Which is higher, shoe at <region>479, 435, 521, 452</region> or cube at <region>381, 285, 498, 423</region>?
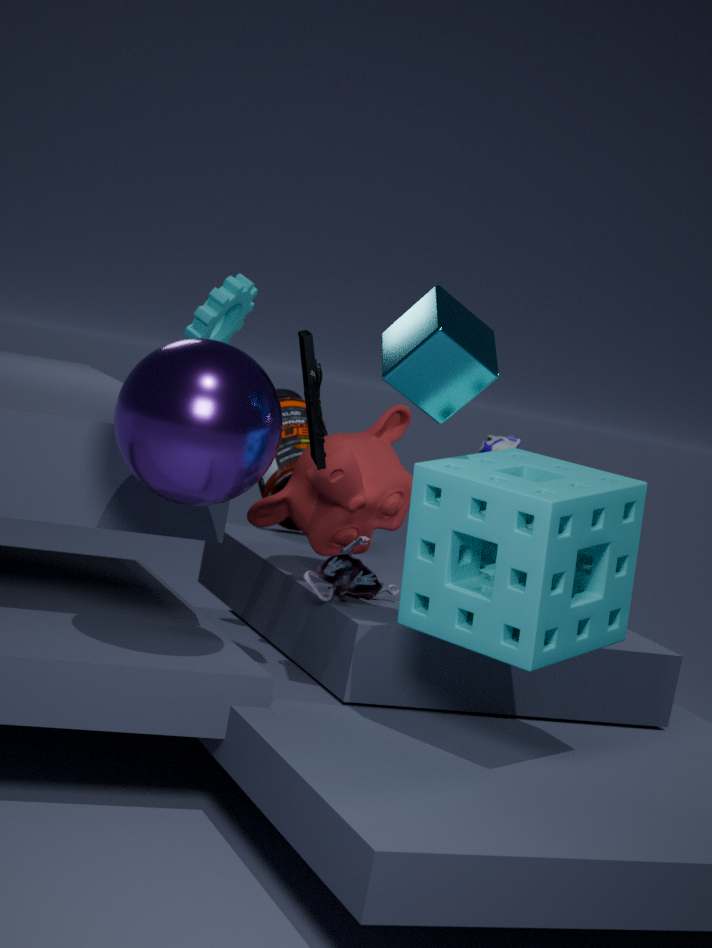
cube at <region>381, 285, 498, 423</region>
